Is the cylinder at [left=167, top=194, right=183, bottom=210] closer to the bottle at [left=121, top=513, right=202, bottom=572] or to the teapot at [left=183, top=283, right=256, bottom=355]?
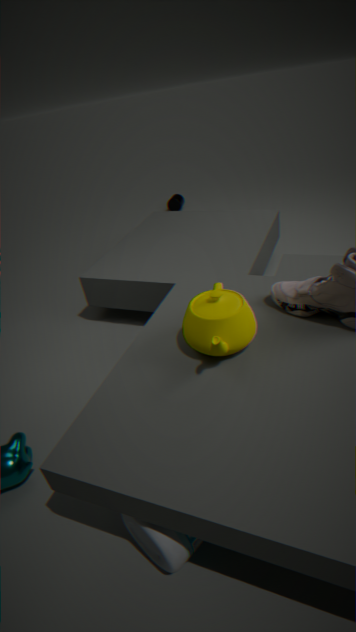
the teapot at [left=183, top=283, right=256, bottom=355]
